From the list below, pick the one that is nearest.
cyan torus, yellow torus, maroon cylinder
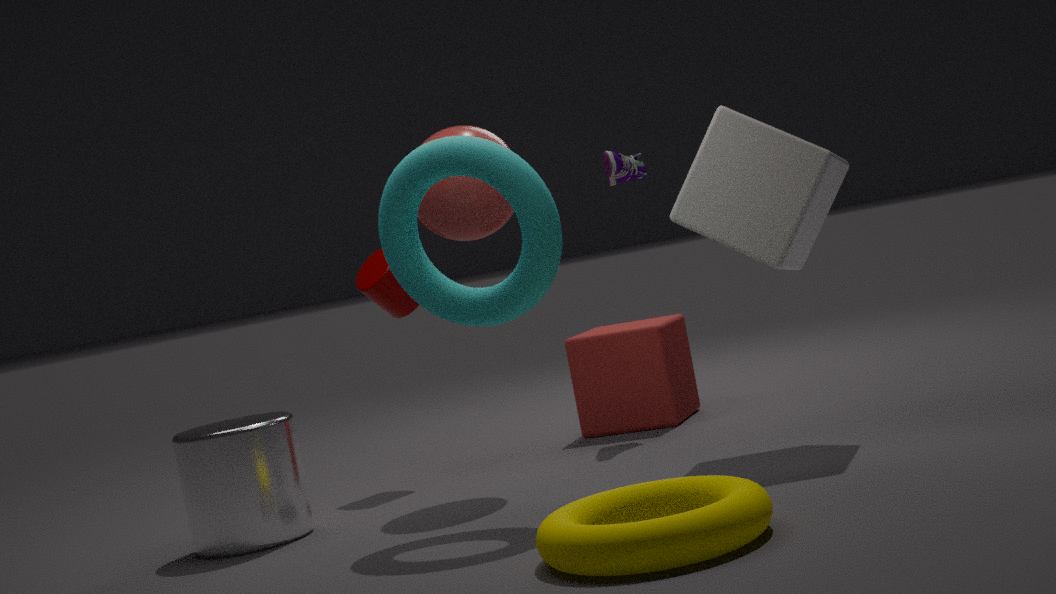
yellow torus
